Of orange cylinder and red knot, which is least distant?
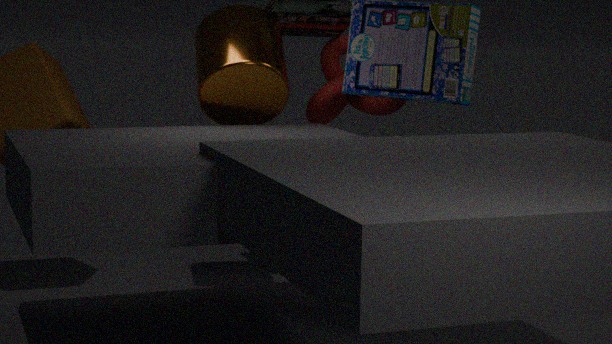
orange cylinder
